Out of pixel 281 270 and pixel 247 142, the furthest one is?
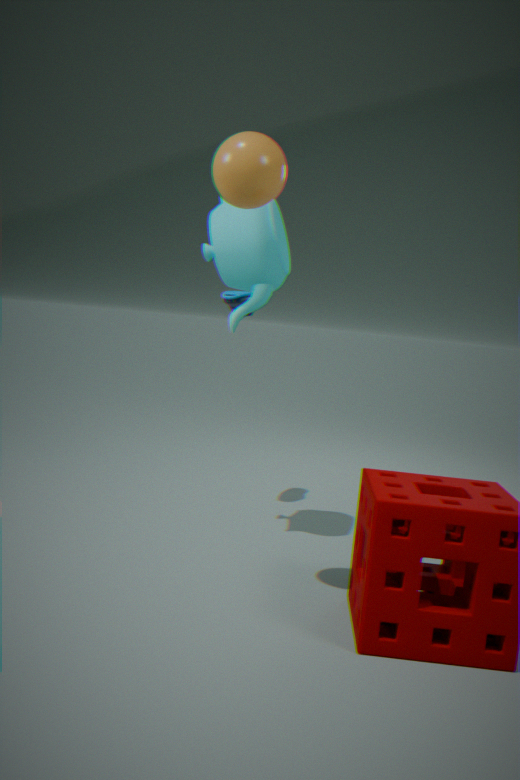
pixel 281 270
